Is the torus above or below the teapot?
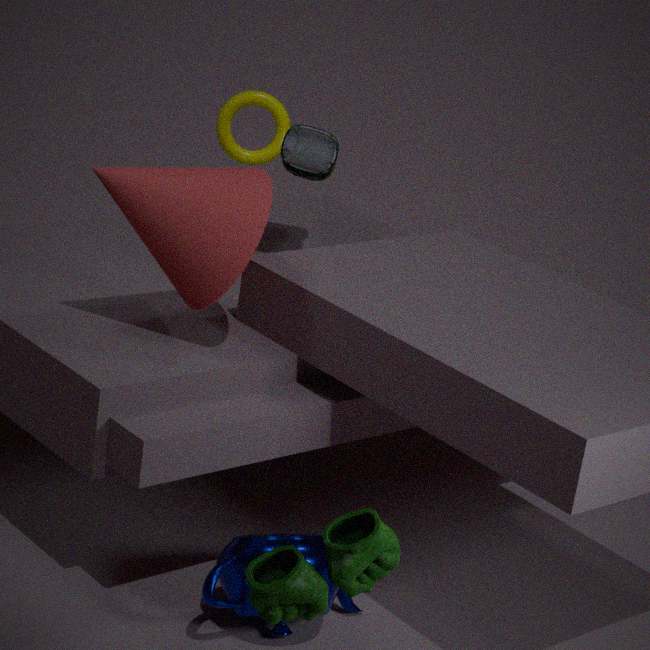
above
